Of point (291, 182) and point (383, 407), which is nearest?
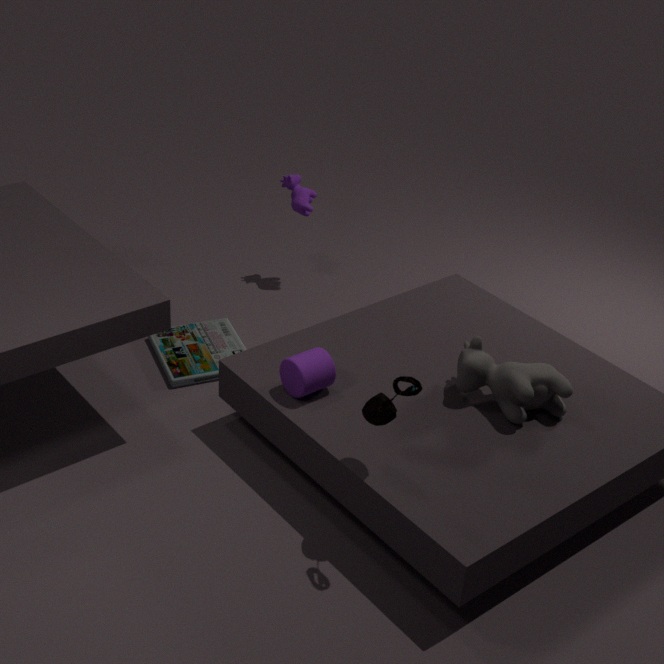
point (383, 407)
